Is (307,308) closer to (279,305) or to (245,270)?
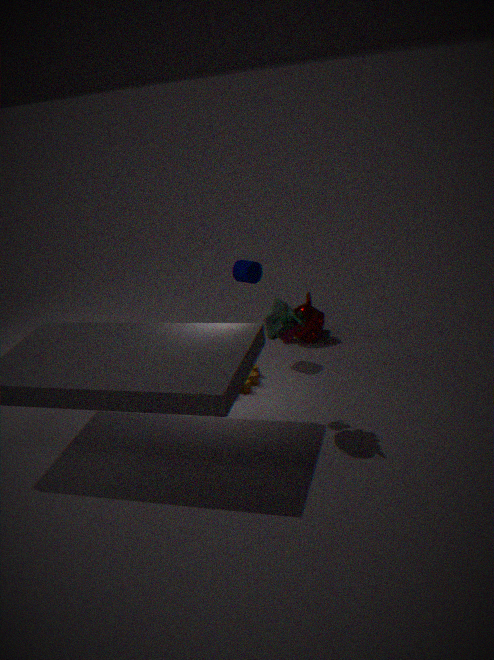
(245,270)
